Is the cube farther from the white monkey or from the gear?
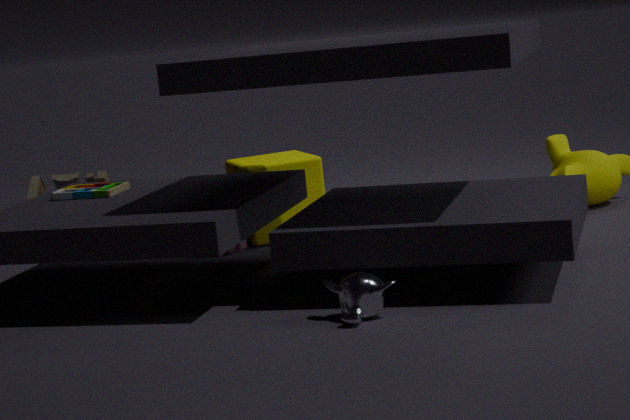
A: the white monkey
